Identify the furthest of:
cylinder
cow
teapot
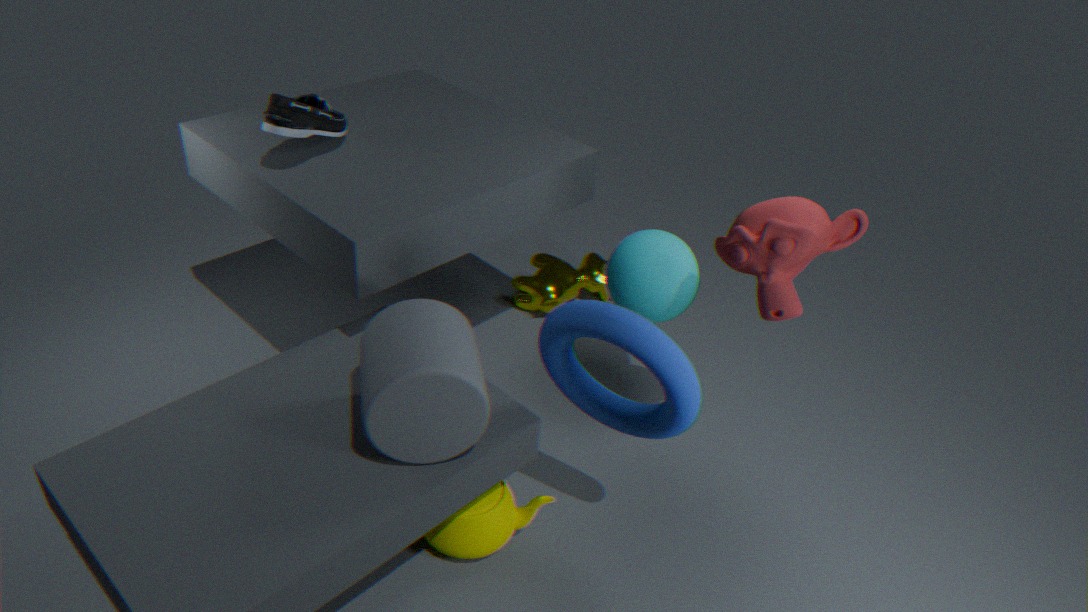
cow
